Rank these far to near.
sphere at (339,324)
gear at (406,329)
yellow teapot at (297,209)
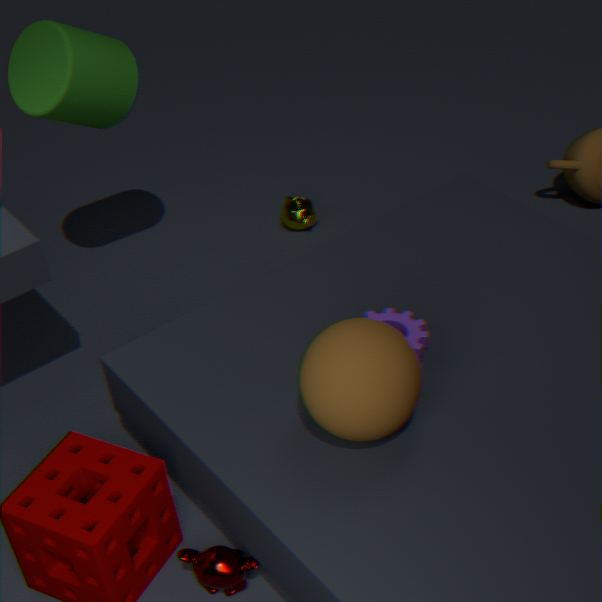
yellow teapot at (297,209) < gear at (406,329) < sphere at (339,324)
